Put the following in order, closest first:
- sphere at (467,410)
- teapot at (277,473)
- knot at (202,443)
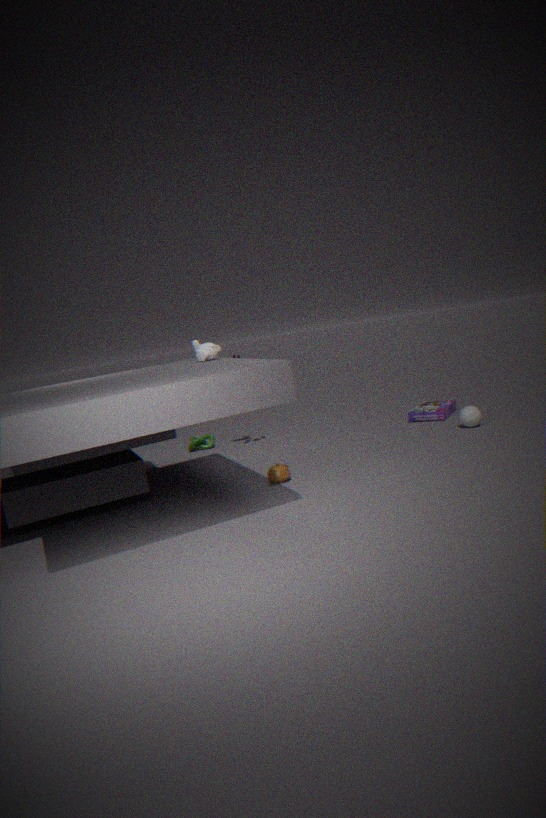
teapot at (277,473) → sphere at (467,410) → knot at (202,443)
